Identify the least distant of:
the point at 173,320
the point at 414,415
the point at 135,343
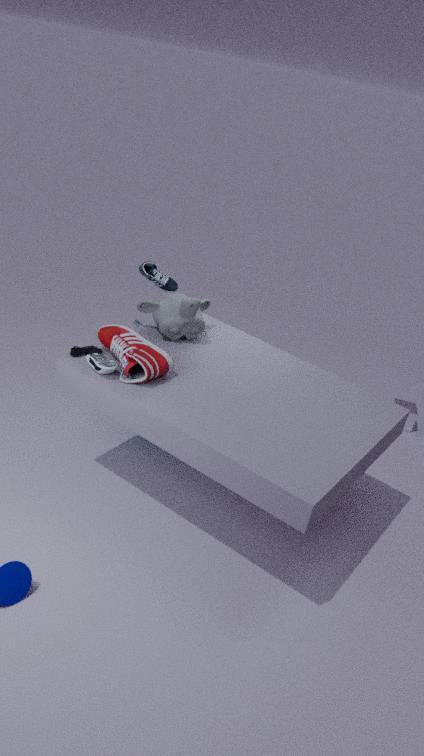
the point at 135,343
